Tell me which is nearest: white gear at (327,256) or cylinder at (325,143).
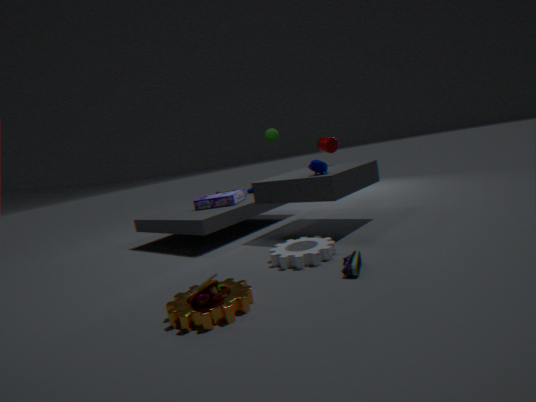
white gear at (327,256)
